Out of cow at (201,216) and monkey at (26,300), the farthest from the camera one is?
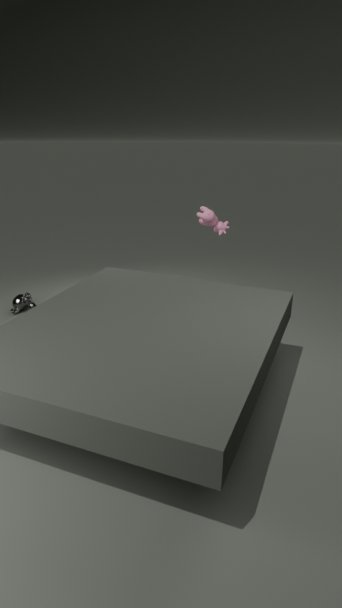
monkey at (26,300)
